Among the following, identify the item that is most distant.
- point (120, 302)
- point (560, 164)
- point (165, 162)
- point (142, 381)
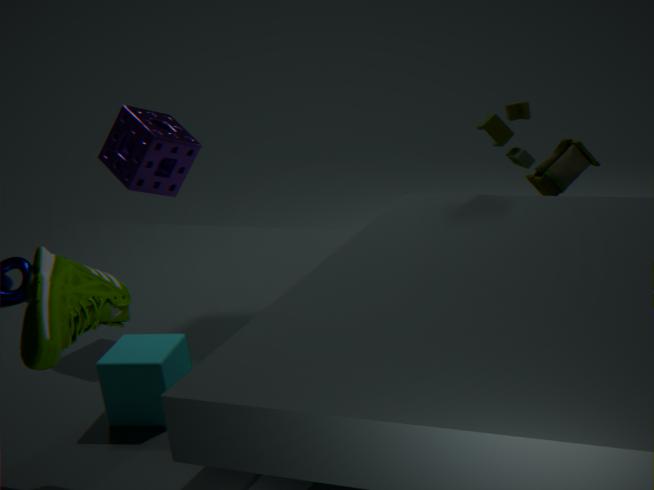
point (560, 164)
